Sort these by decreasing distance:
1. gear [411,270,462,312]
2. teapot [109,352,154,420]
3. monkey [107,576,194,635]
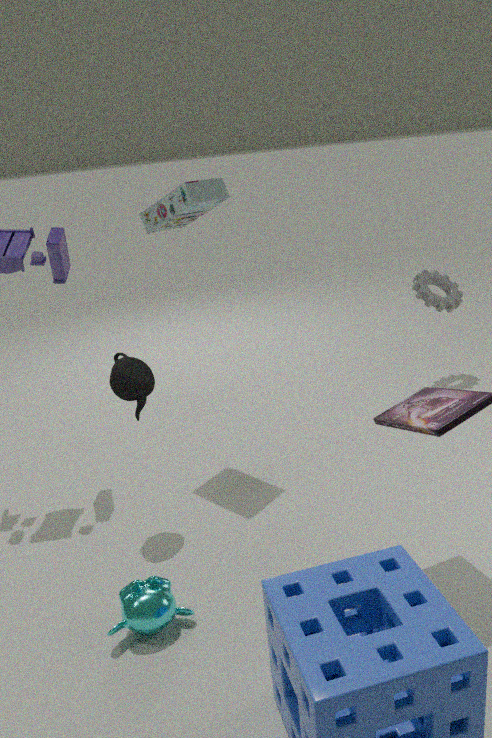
gear [411,270,462,312]
teapot [109,352,154,420]
monkey [107,576,194,635]
